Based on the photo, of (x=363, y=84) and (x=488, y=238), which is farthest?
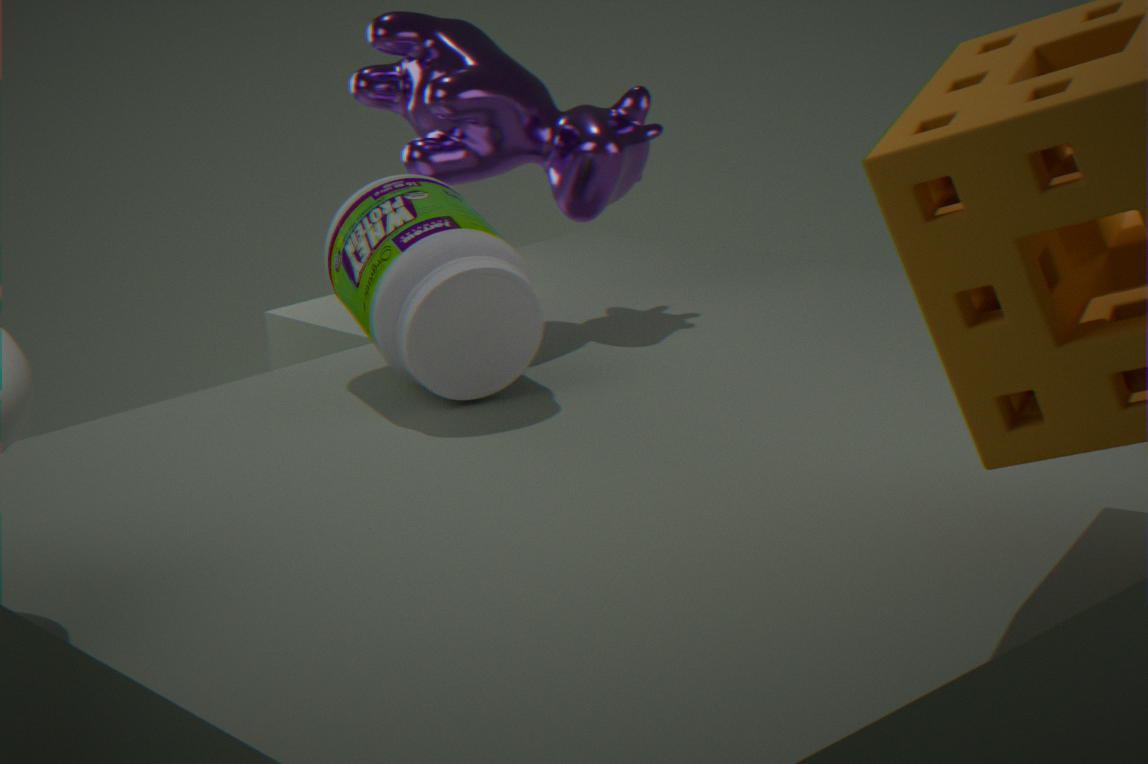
(x=363, y=84)
